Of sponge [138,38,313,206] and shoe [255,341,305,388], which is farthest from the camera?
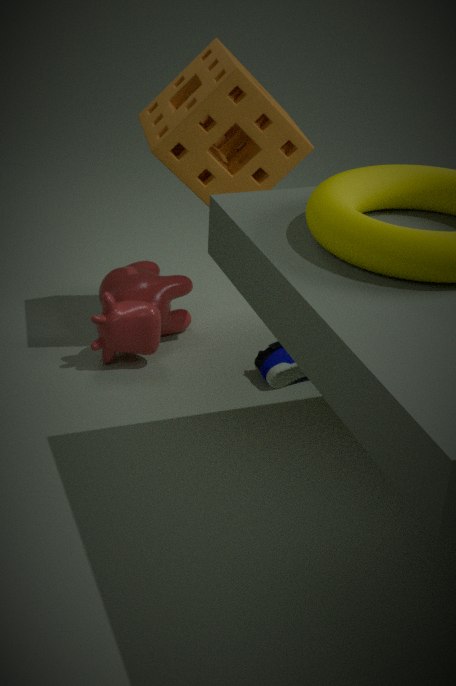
shoe [255,341,305,388]
